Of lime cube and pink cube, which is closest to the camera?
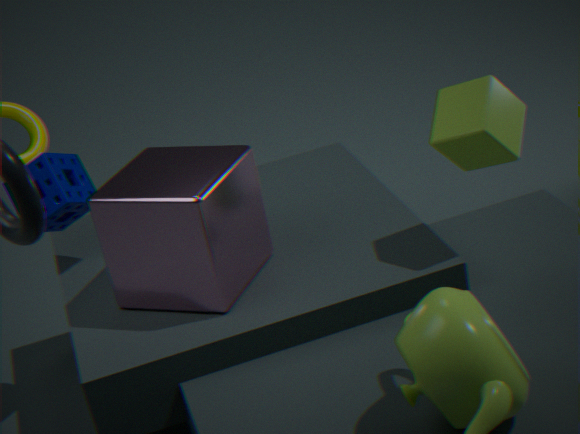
lime cube
